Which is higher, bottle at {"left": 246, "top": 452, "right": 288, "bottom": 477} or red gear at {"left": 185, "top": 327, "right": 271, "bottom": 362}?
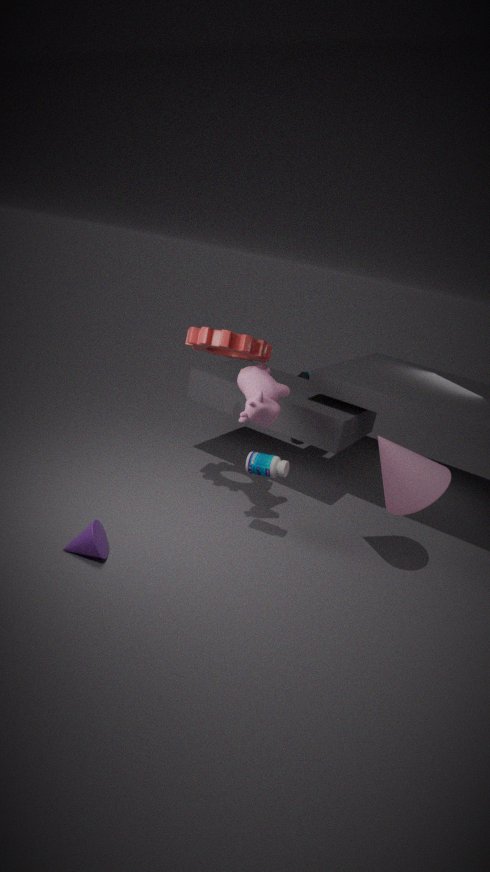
red gear at {"left": 185, "top": 327, "right": 271, "bottom": 362}
